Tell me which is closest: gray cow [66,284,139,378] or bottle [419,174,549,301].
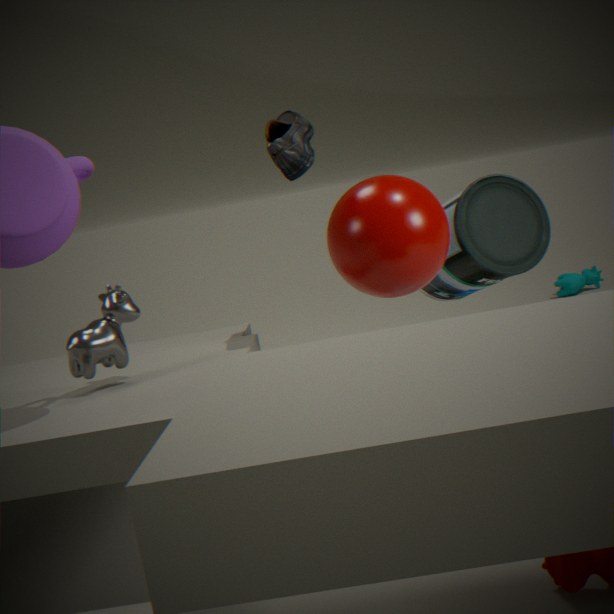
gray cow [66,284,139,378]
